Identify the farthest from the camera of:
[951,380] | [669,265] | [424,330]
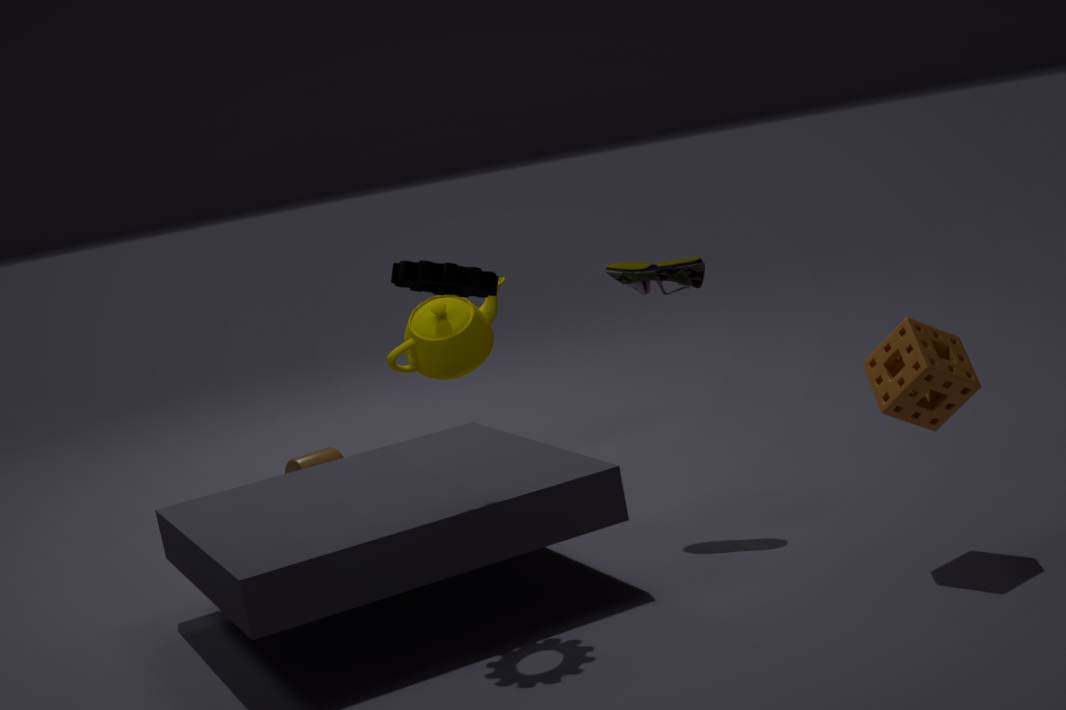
[424,330]
